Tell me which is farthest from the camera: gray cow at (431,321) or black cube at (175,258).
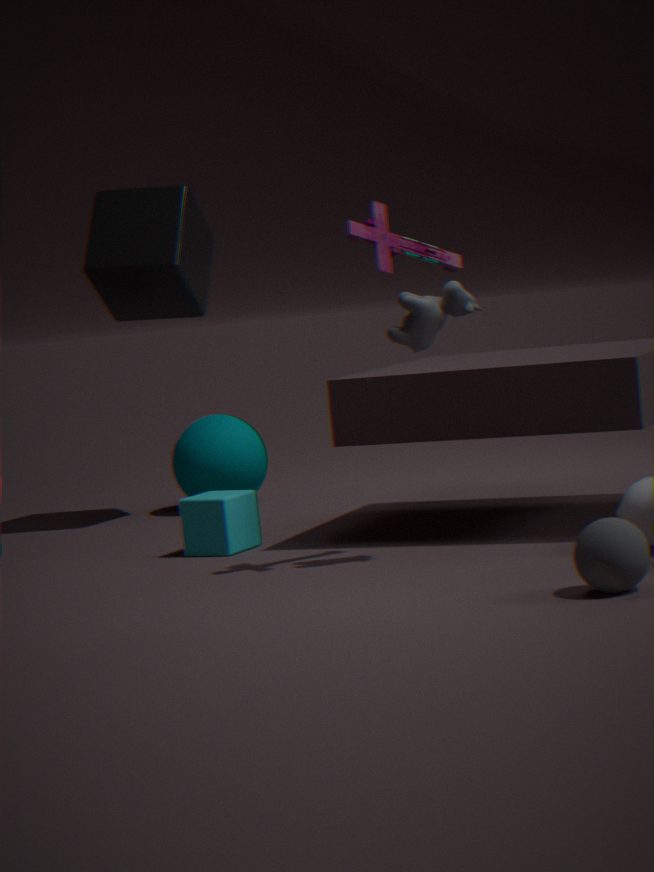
black cube at (175,258)
